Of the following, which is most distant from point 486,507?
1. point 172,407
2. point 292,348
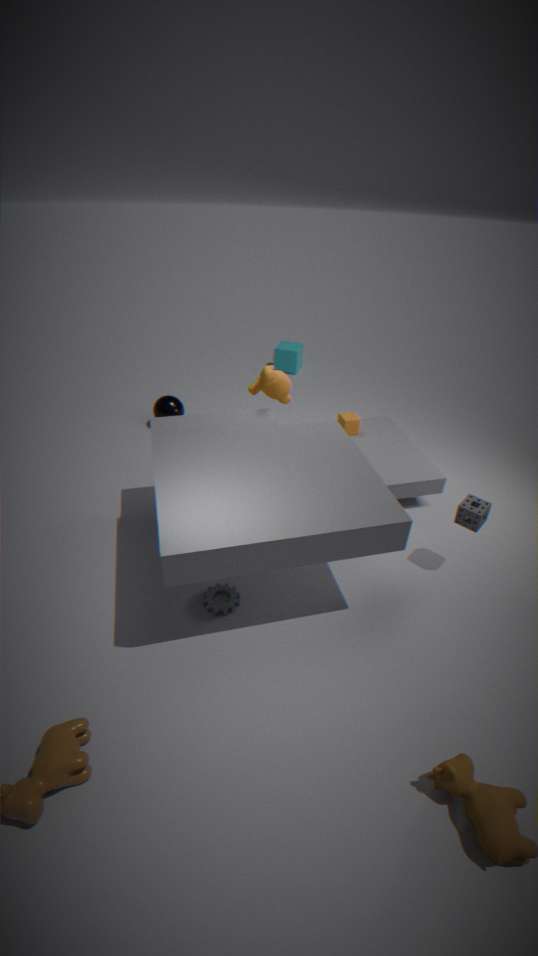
point 292,348
